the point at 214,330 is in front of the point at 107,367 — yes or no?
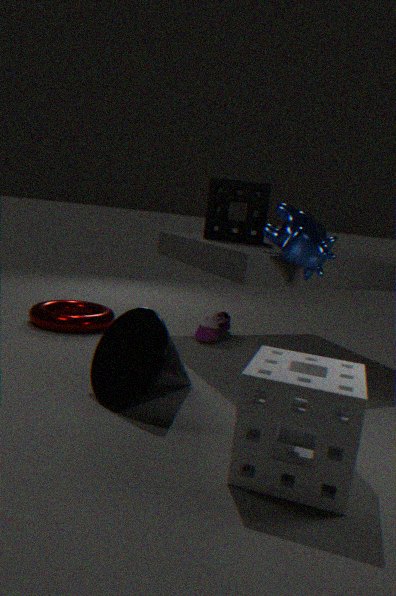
No
